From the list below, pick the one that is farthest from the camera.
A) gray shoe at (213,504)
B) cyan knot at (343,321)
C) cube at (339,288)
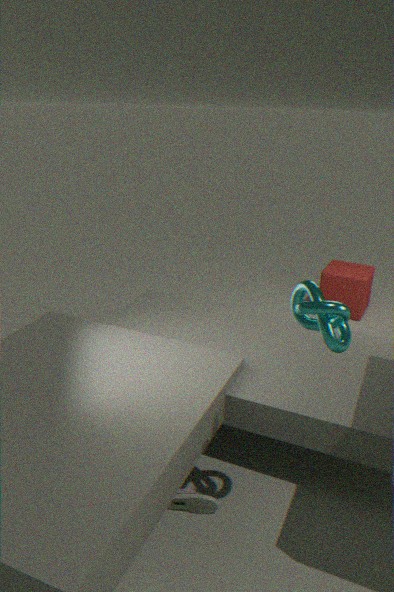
cube at (339,288)
